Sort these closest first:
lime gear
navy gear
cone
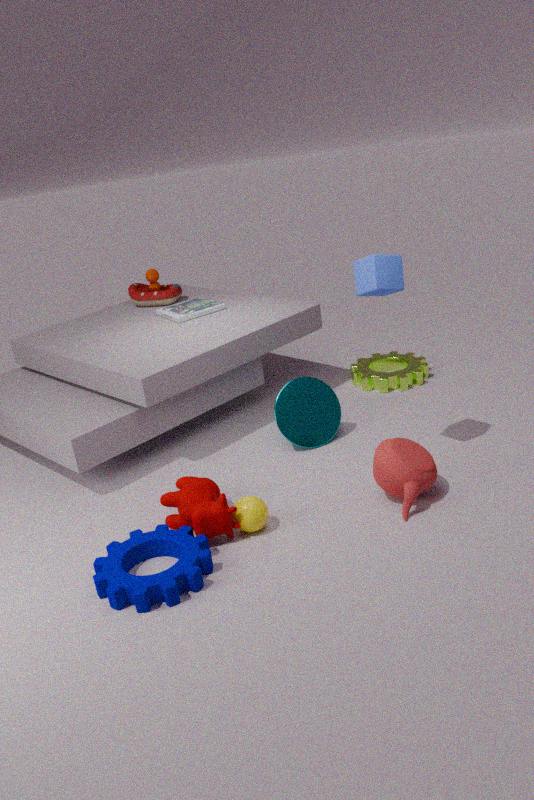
navy gear, cone, lime gear
